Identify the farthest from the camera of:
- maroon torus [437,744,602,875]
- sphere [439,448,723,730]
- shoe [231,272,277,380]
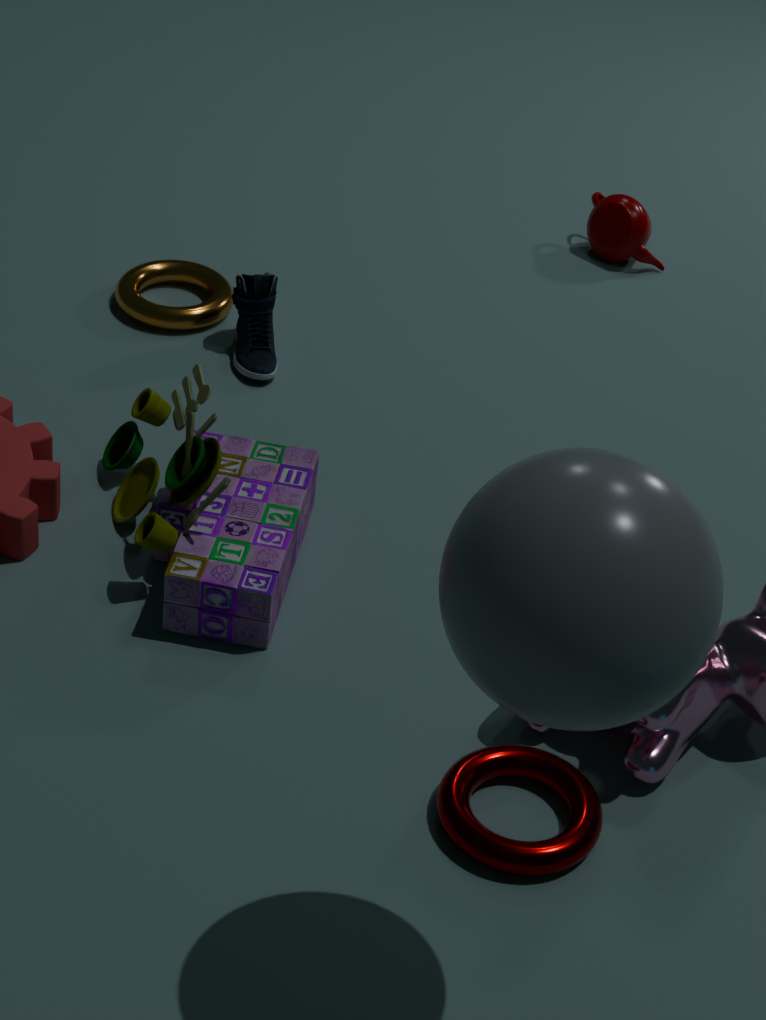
shoe [231,272,277,380]
